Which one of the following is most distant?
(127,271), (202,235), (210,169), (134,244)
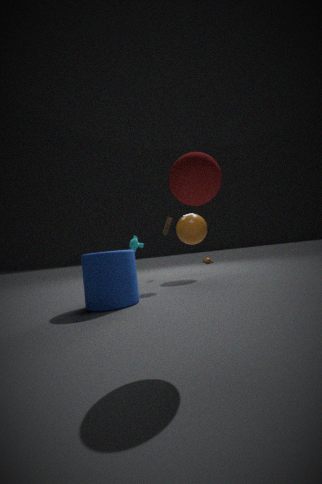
(134,244)
